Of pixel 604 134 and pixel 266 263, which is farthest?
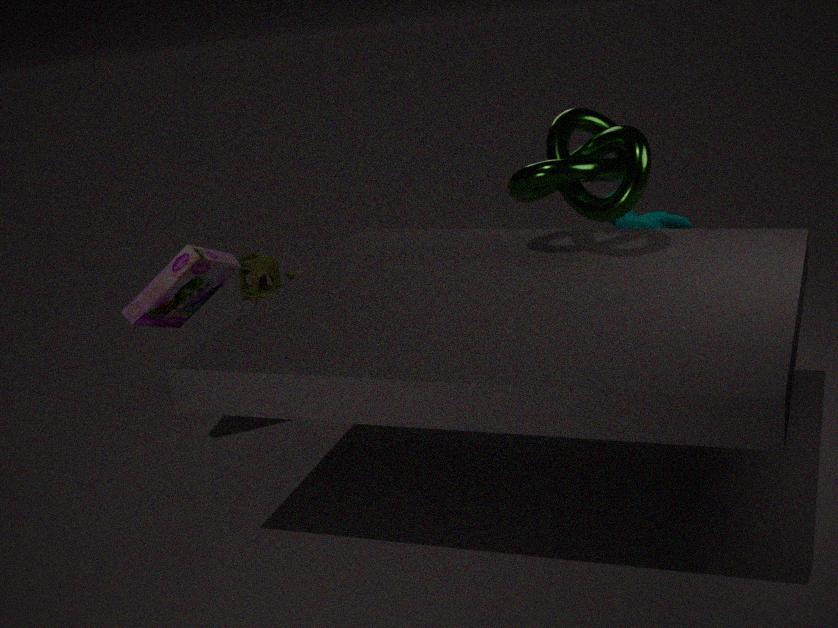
pixel 266 263
